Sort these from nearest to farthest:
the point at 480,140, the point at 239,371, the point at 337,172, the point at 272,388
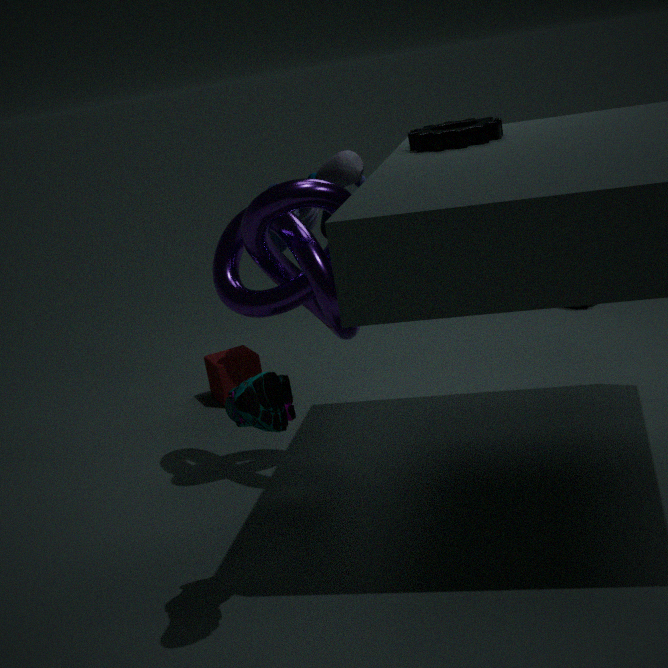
the point at 272,388
the point at 480,140
the point at 337,172
the point at 239,371
